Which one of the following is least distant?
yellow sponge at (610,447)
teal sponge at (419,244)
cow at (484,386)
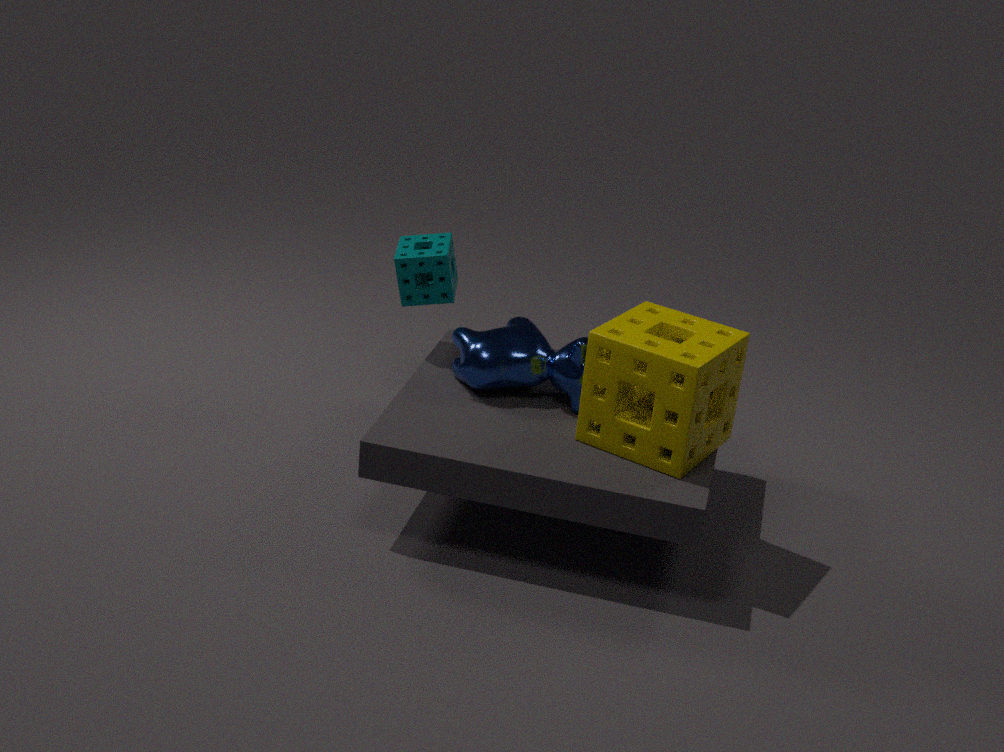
yellow sponge at (610,447)
